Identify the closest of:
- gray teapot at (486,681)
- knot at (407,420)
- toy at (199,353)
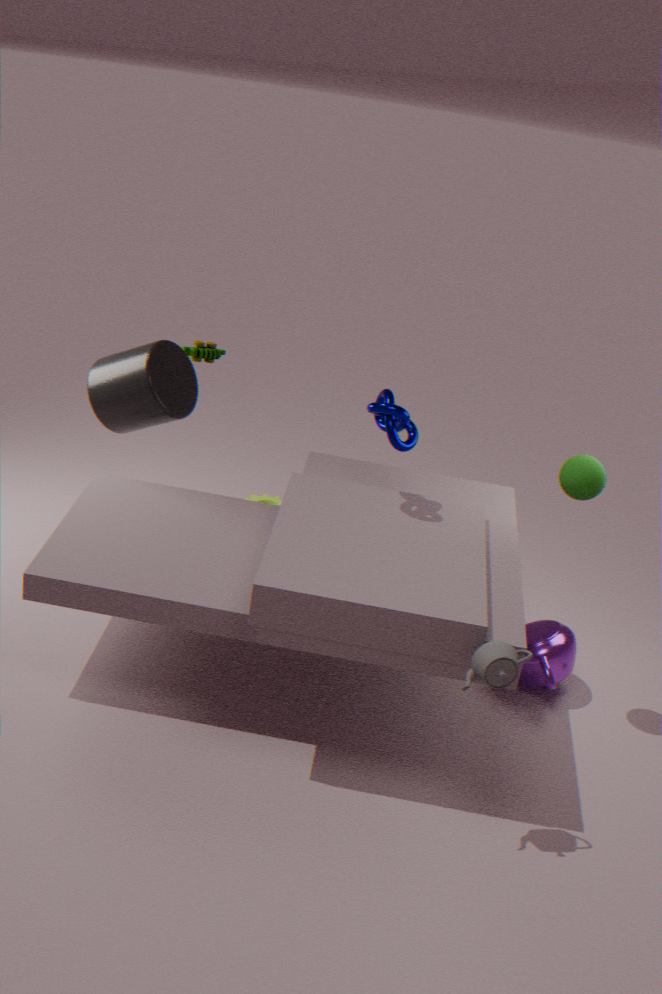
gray teapot at (486,681)
